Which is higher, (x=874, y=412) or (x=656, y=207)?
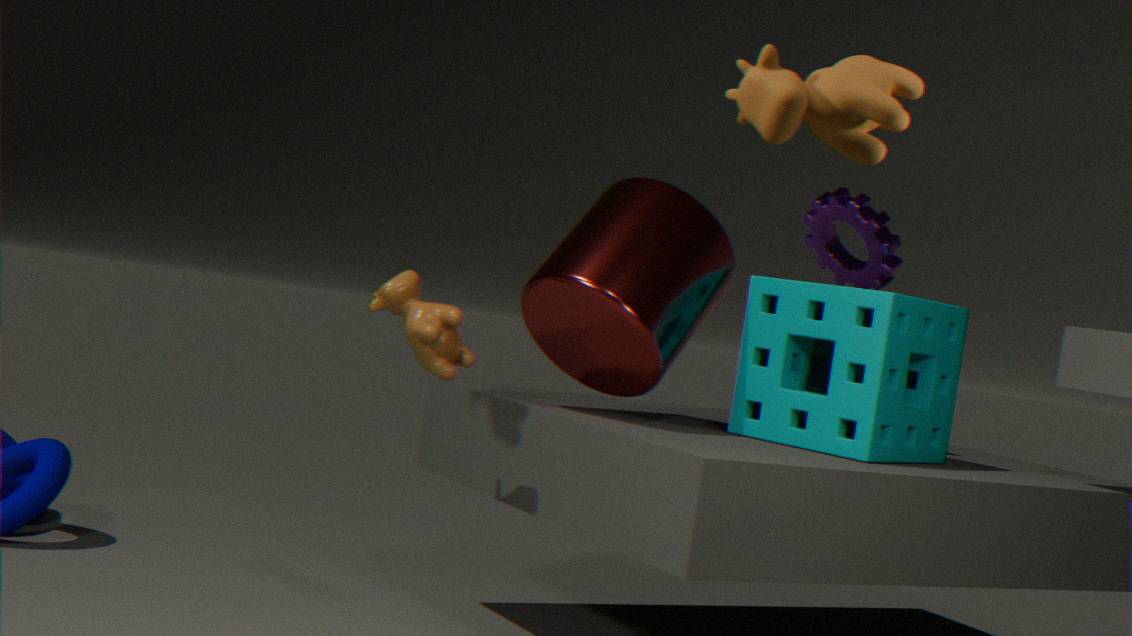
(x=656, y=207)
